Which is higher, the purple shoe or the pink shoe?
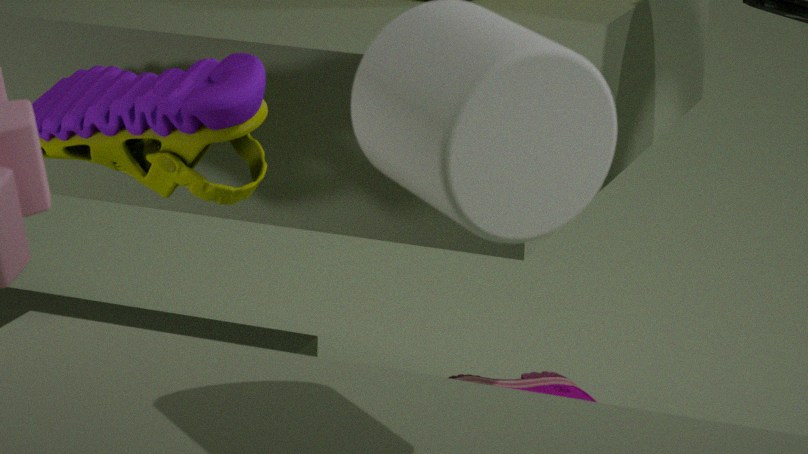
the purple shoe
